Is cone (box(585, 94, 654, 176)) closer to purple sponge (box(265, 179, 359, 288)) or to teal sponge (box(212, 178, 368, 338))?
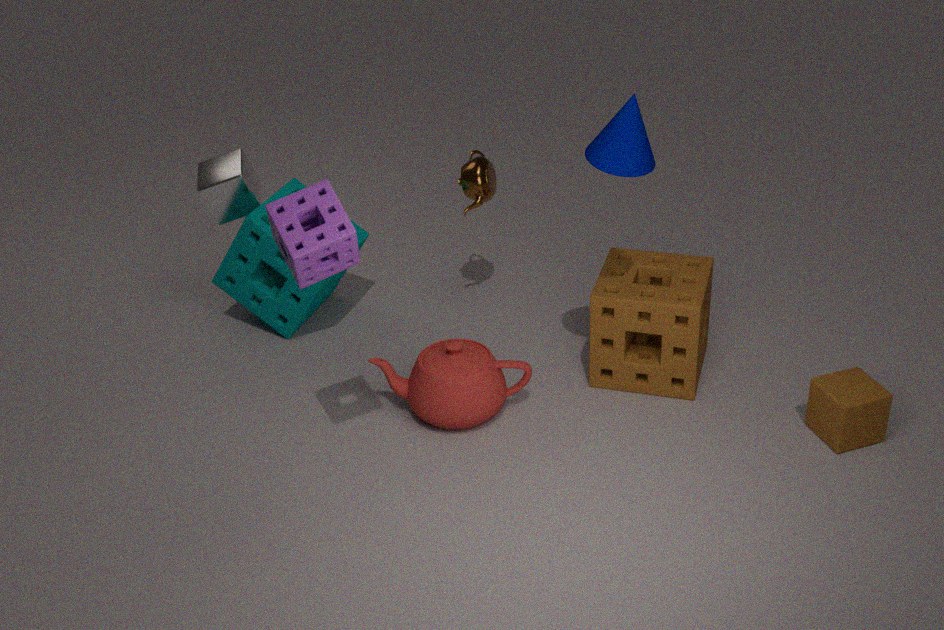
purple sponge (box(265, 179, 359, 288))
